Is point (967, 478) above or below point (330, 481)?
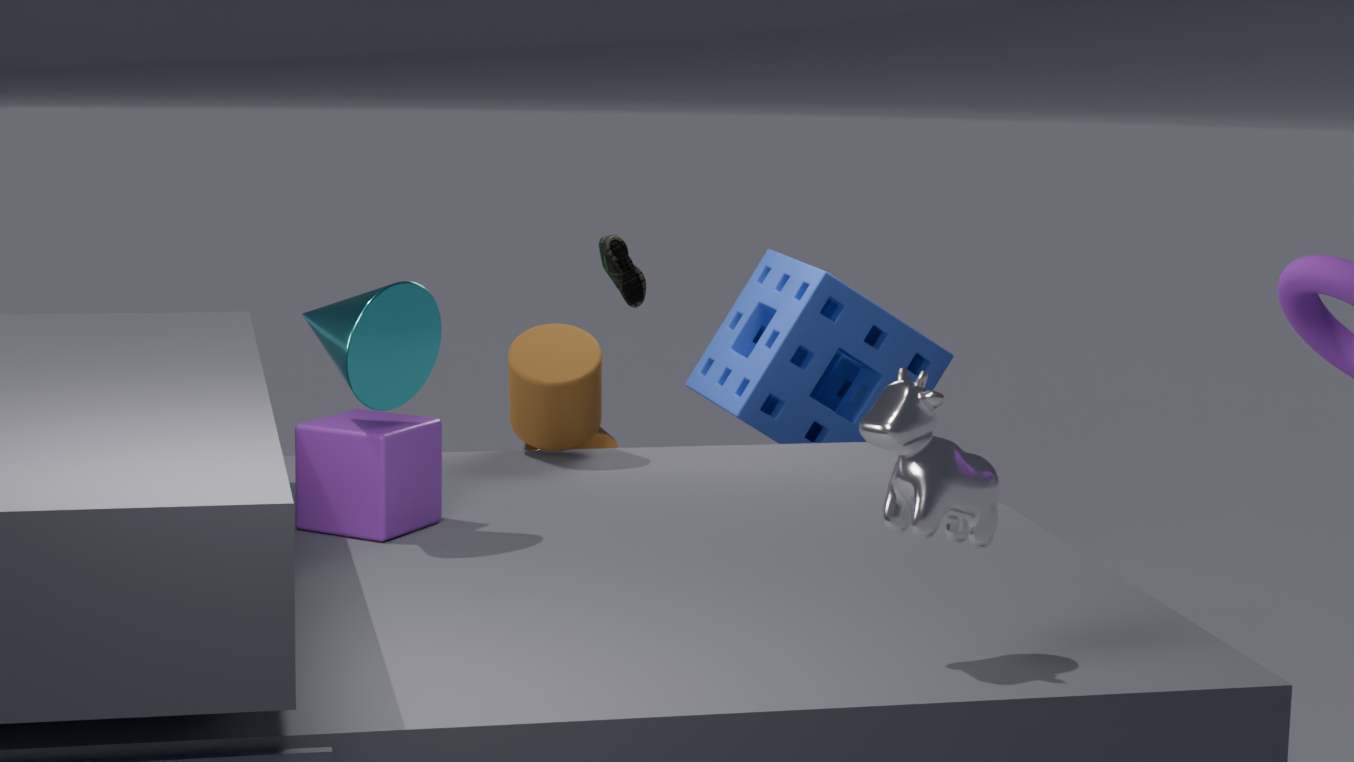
above
